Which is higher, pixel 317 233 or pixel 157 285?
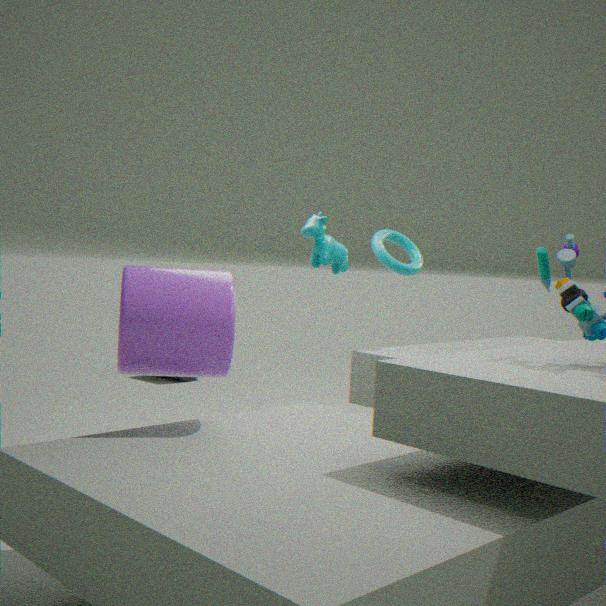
pixel 317 233
